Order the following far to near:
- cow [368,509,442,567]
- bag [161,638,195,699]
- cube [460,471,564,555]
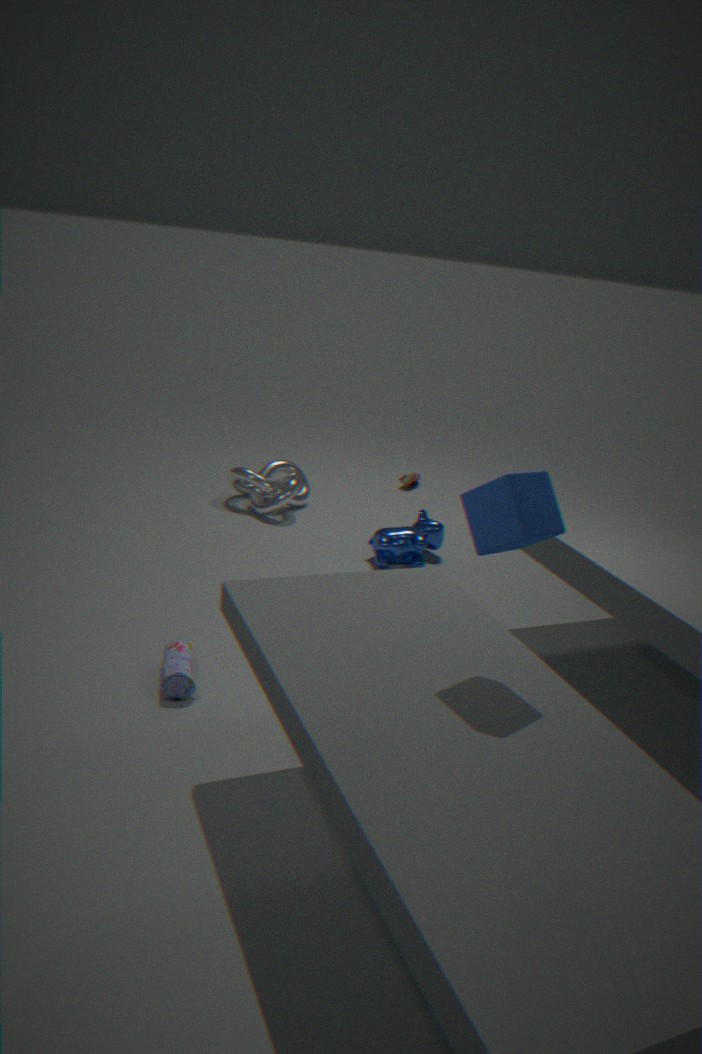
cow [368,509,442,567] < bag [161,638,195,699] < cube [460,471,564,555]
